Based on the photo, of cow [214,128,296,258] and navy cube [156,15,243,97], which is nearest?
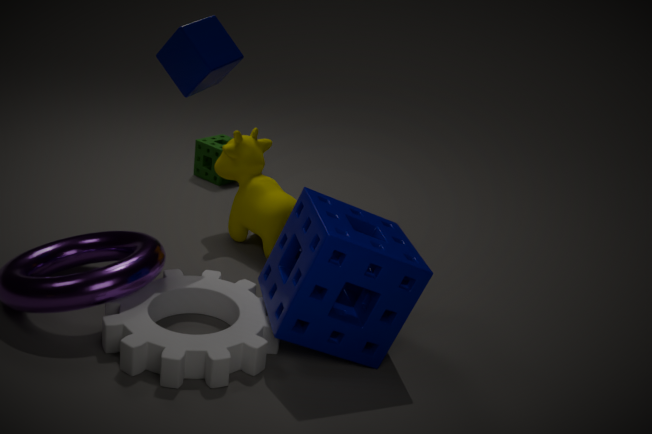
navy cube [156,15,243,97]
